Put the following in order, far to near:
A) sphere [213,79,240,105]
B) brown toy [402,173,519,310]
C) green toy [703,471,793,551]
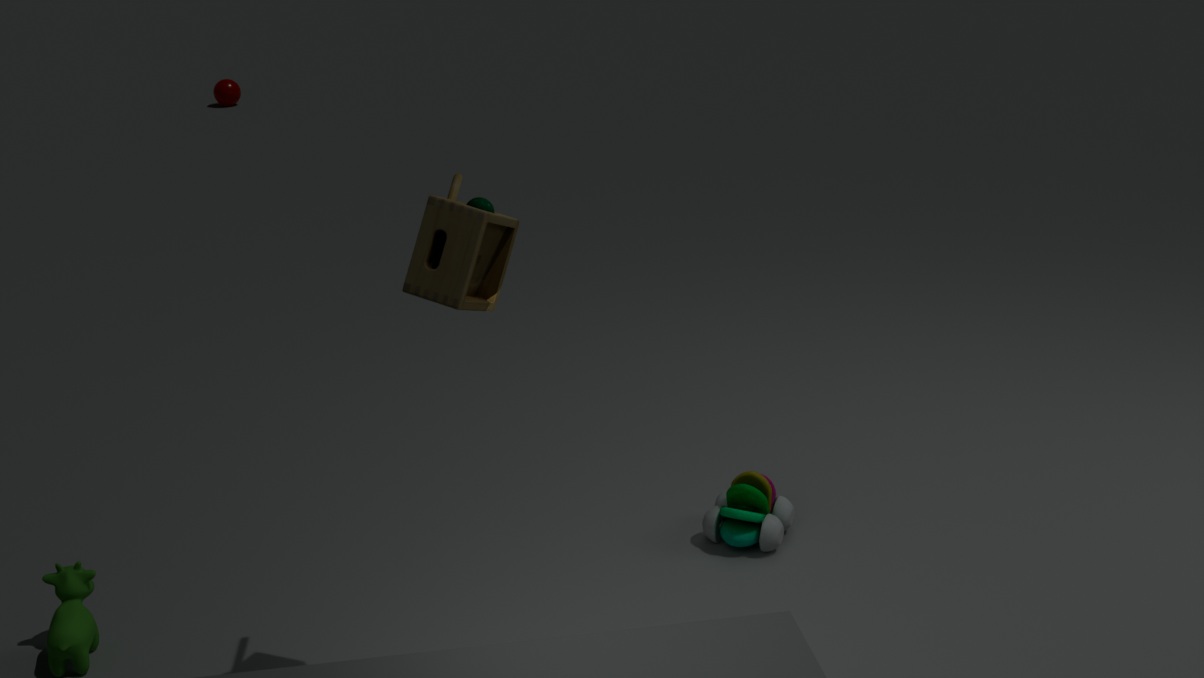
1. sphere [213,79,240,105]
2. green toy [703,471,793,551]
3. brown toy [402,173,519,310]
